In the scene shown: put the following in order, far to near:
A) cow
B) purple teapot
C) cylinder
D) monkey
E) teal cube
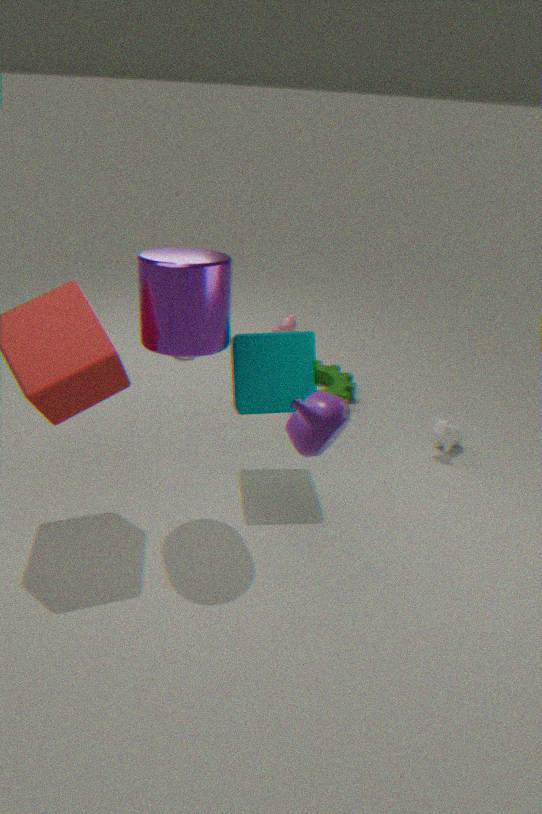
monkey, cow, teal cube, cylinder, purple teapot
